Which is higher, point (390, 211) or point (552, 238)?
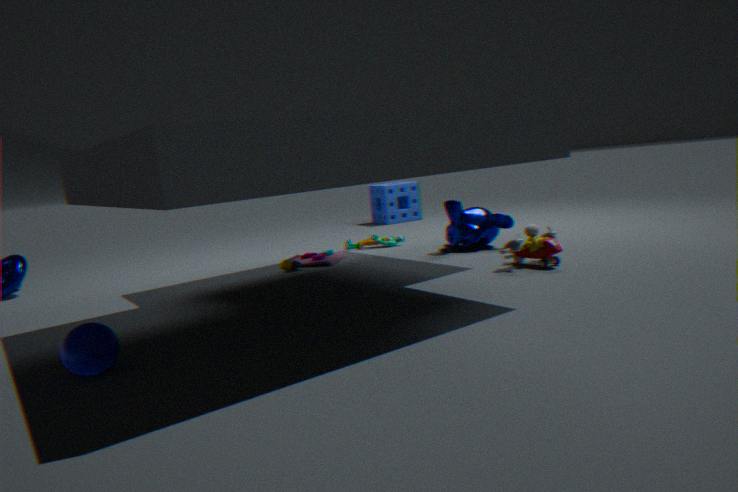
point (390, 211)
